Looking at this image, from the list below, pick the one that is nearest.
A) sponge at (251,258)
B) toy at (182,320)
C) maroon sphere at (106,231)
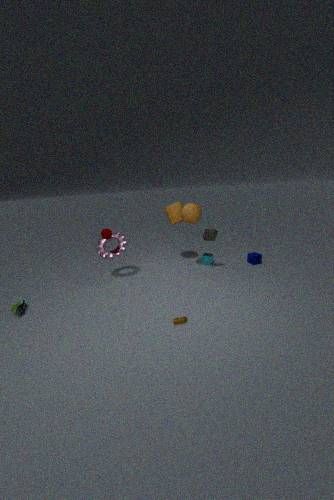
toy at (182,320)
